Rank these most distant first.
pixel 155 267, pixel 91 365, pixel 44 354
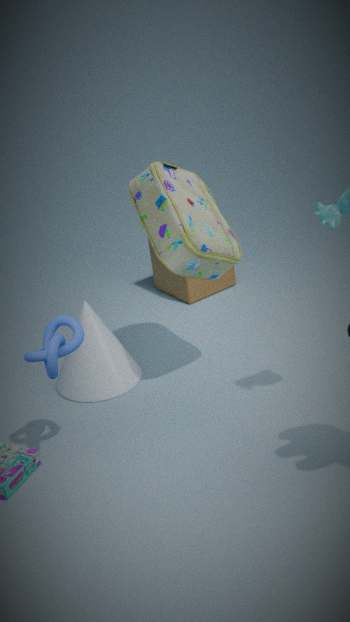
pixel 155 267 < pixel 91 365 < pixel 44 354
